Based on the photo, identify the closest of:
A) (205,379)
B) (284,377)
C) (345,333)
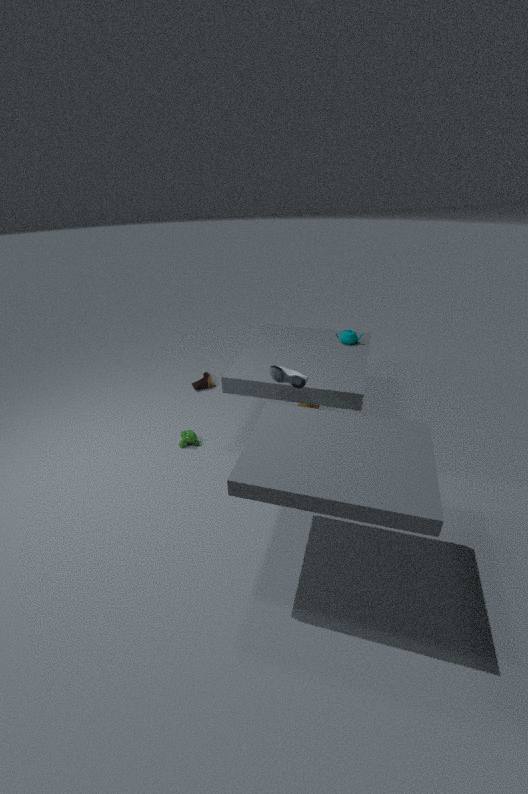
(284,377)
